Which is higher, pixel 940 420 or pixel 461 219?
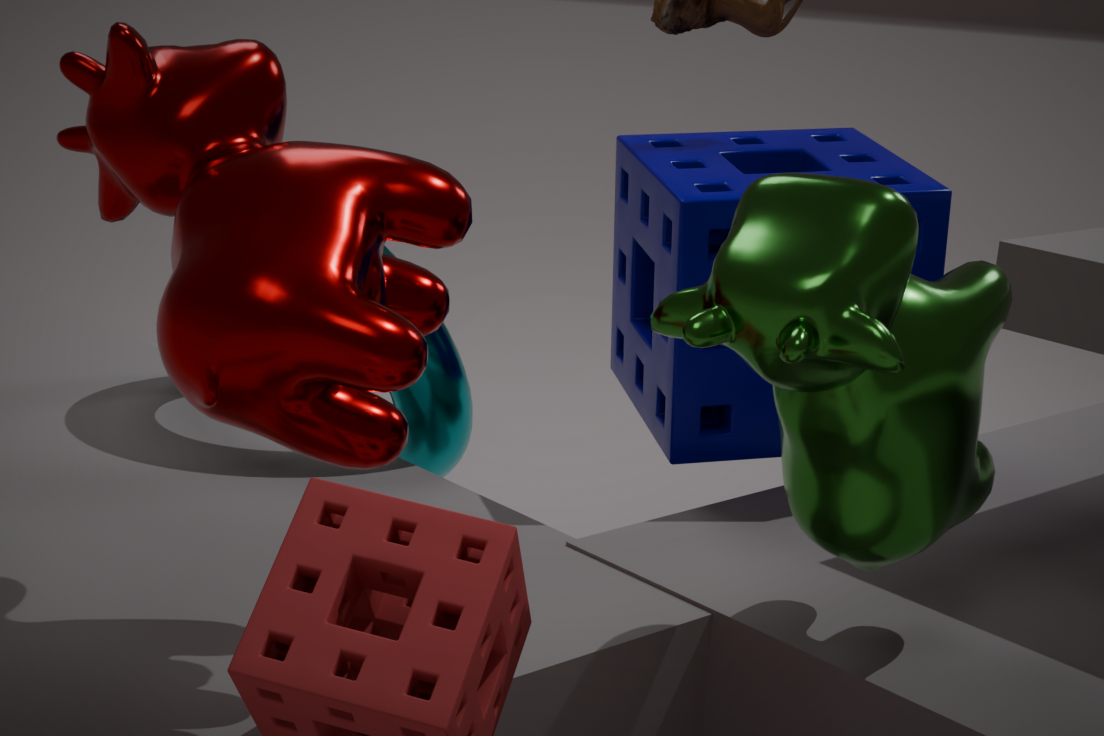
pixel 461 219
